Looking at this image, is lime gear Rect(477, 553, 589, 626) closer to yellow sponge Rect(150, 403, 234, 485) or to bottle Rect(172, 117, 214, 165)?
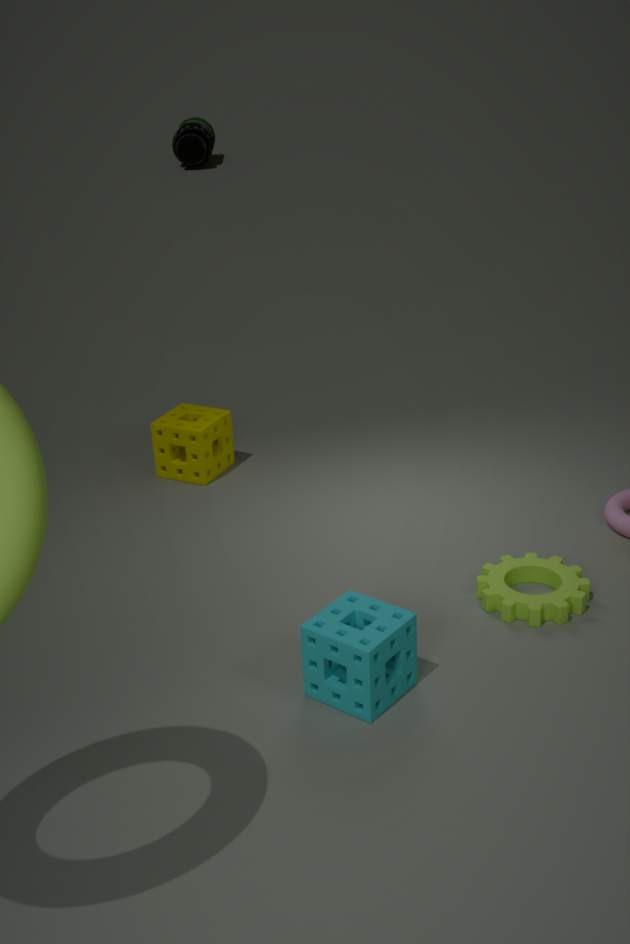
yellow sponge Rect(150, 403, 234, 485)
